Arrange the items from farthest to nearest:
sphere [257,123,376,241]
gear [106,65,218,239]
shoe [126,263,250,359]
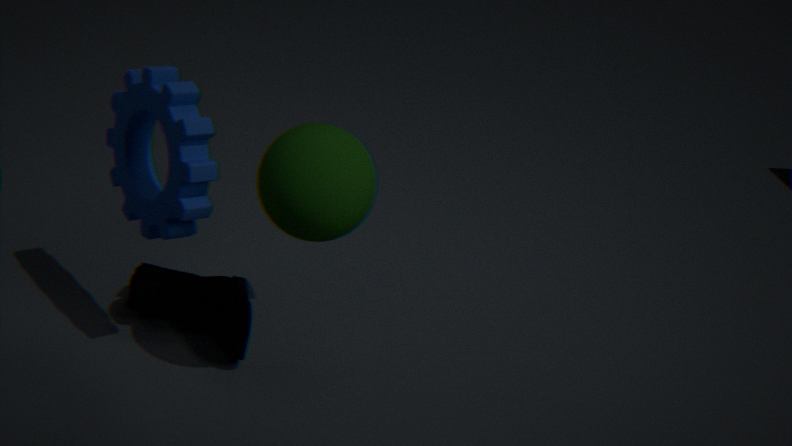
shoe [126,263,250,359] → gear [106,65,218,239] → sphere [257,123,376,241]
